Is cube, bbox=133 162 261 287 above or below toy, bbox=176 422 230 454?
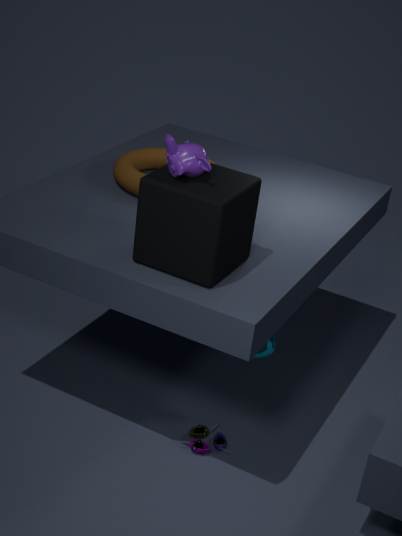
above
